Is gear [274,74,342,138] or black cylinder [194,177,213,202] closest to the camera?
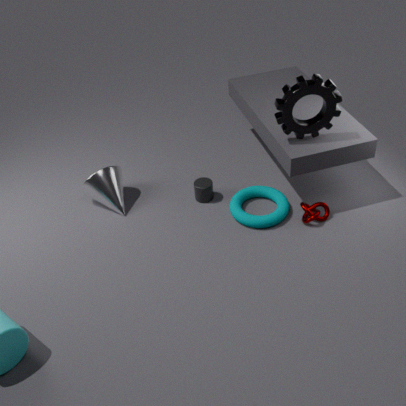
gear [274,74,342,138]
